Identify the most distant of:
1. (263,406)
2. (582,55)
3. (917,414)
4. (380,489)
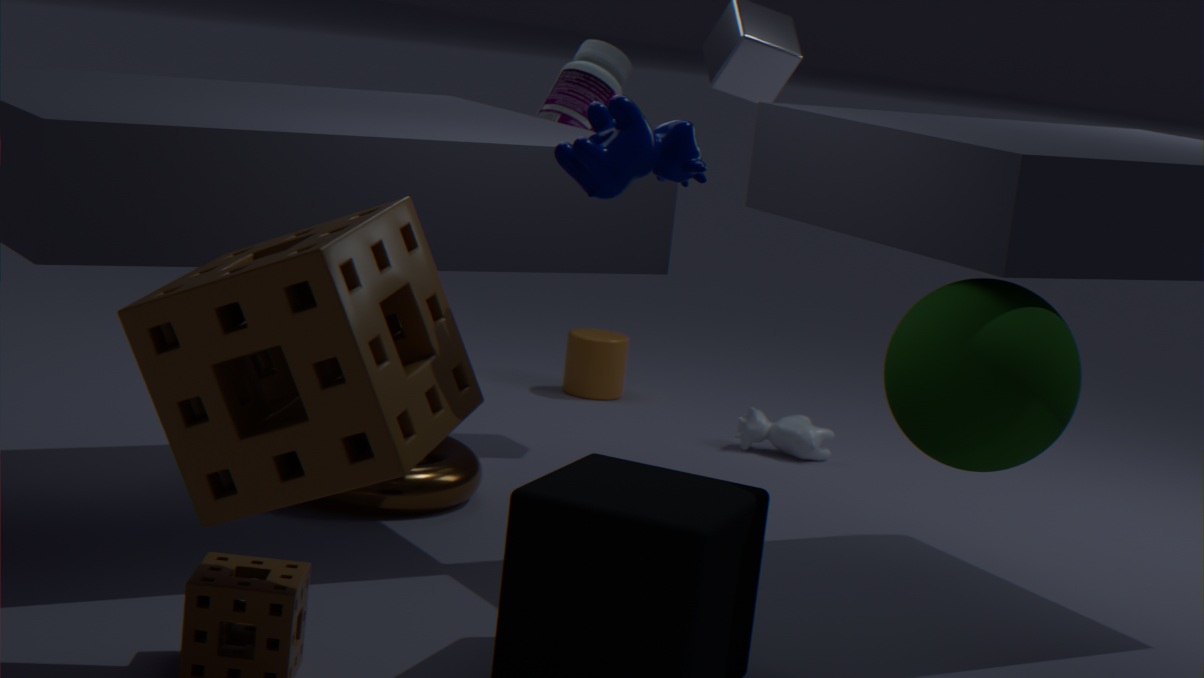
(582,55)
